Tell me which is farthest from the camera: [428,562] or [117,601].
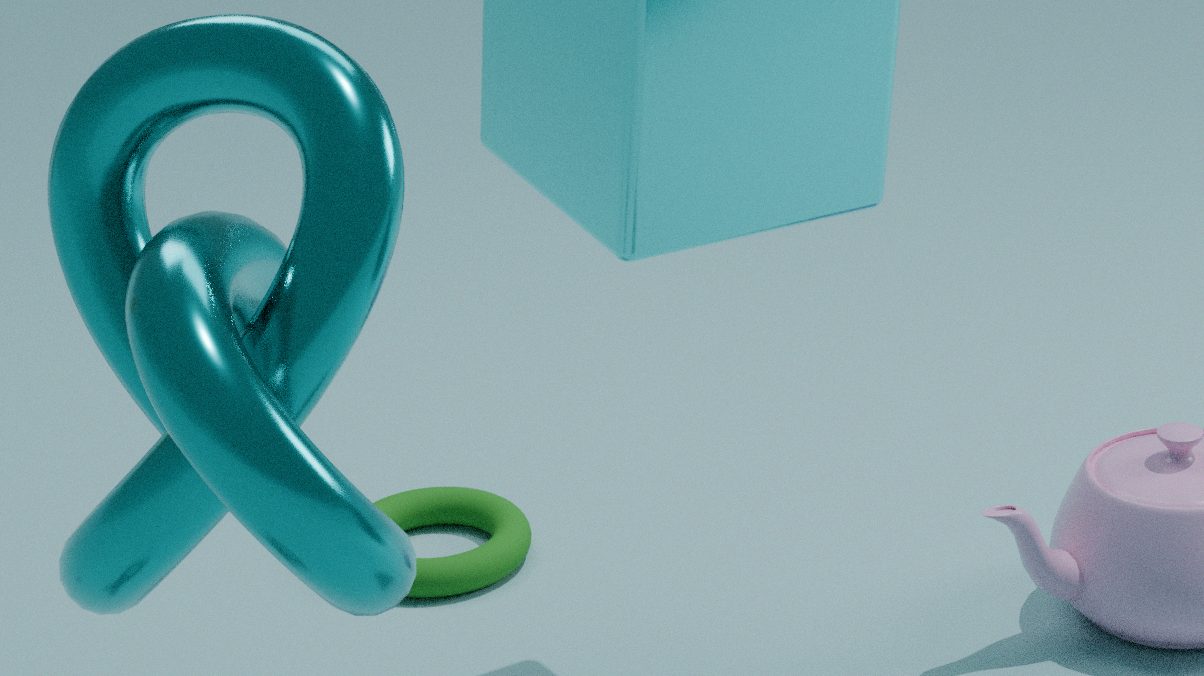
[428,562]
